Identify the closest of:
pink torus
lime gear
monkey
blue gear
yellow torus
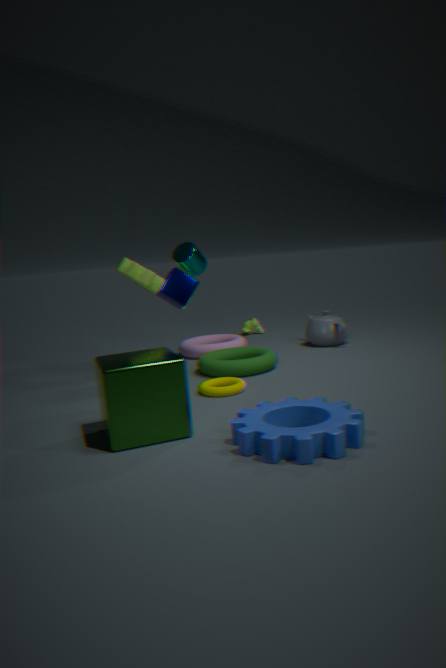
blue gear
